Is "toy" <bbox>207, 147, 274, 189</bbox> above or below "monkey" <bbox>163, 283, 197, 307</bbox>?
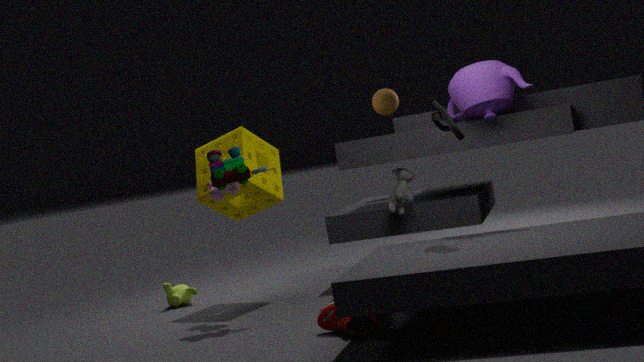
above
